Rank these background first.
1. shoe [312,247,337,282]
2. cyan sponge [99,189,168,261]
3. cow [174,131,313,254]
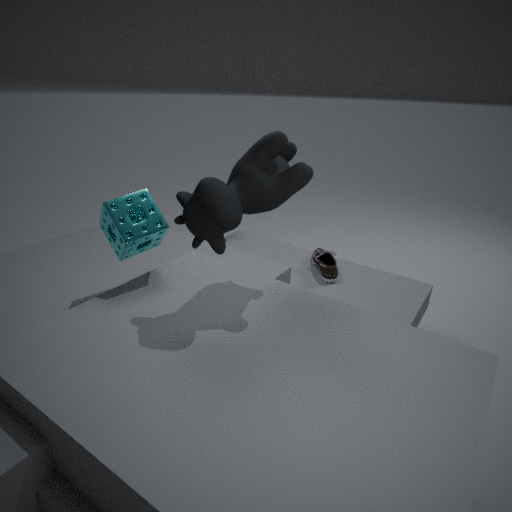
shoe [312,247,337,282] < cyan sponge [99,189,168,261] < cow [174,131,313,254]
